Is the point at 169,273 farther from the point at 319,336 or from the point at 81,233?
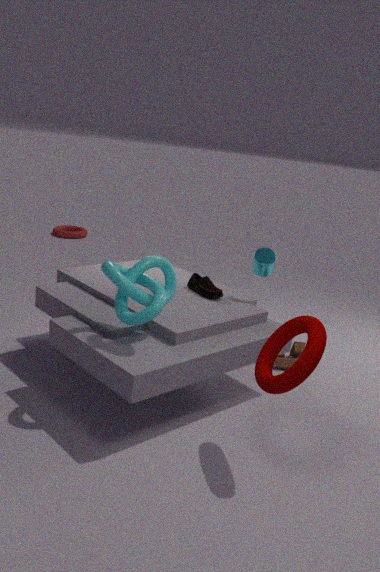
the point at 81,233
